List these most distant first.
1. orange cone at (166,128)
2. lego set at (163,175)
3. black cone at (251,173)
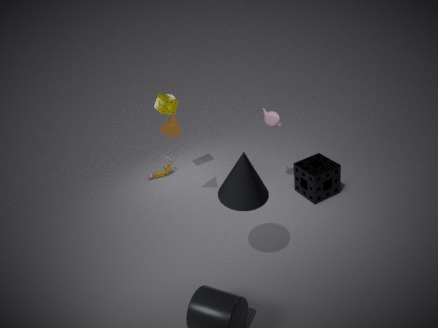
1. lego set at (163,175)
2. orange cone at (166,128)
3. black cone at (251,173)
